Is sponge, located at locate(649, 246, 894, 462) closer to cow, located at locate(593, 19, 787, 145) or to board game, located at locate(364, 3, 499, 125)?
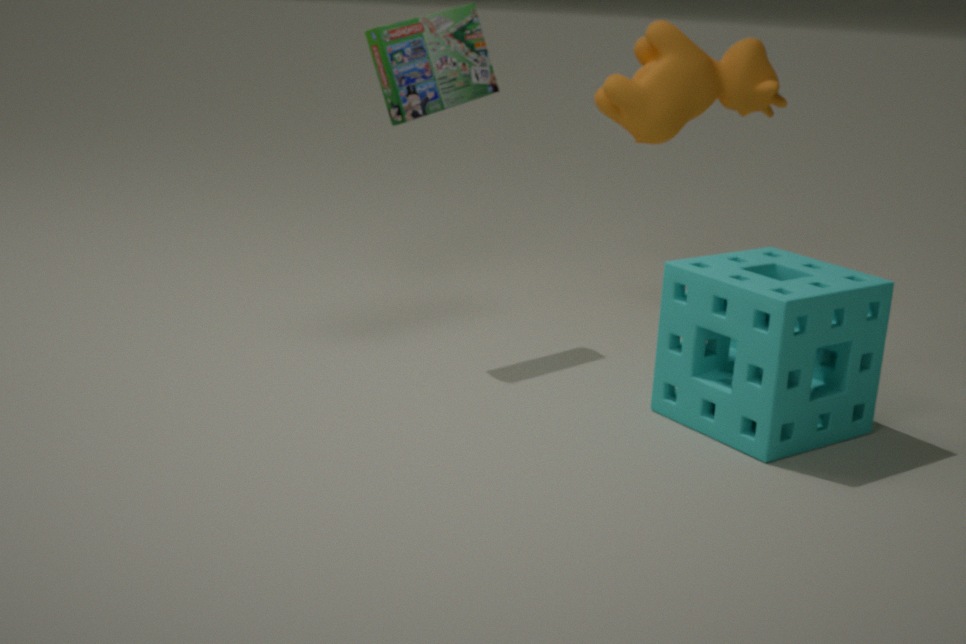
cow, located at locate(593, 19, 787, 145)
